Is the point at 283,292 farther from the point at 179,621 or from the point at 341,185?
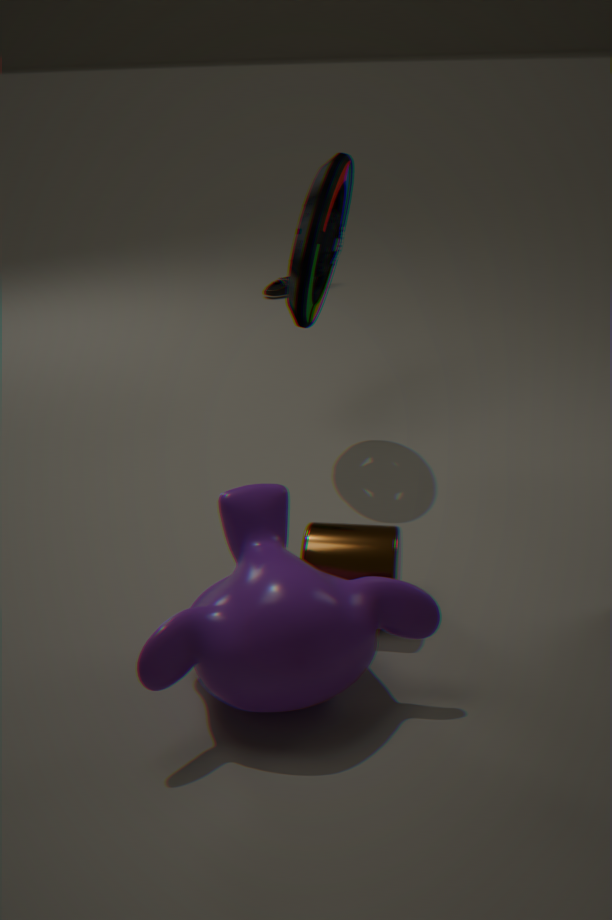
the point at 179,621
